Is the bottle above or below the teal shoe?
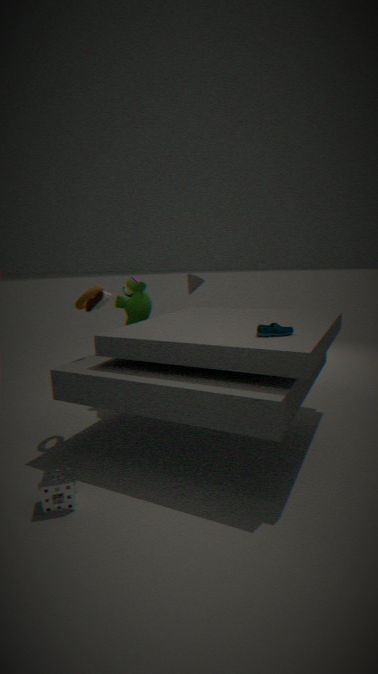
above
